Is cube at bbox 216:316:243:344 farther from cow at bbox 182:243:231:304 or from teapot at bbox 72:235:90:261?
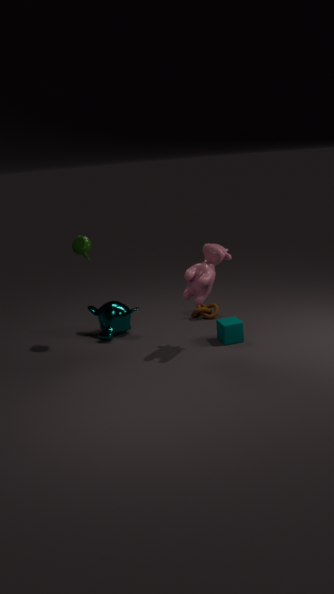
teapot at bbox 72:235:90:261
